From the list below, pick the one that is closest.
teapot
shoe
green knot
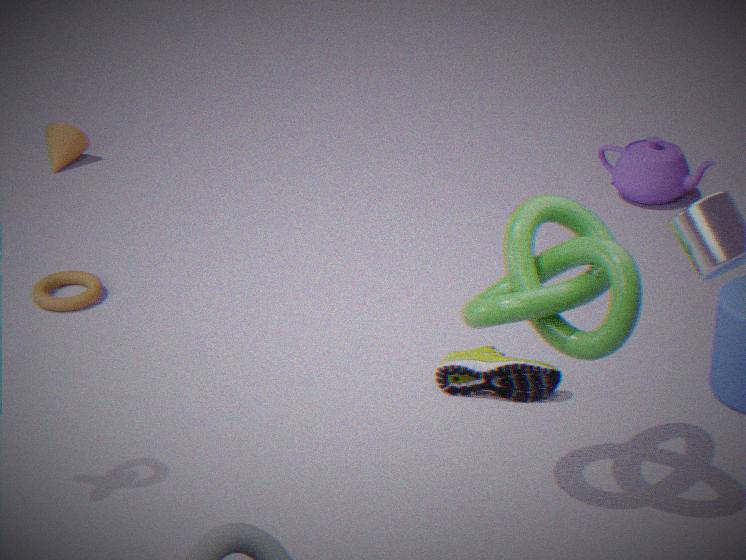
green knot
